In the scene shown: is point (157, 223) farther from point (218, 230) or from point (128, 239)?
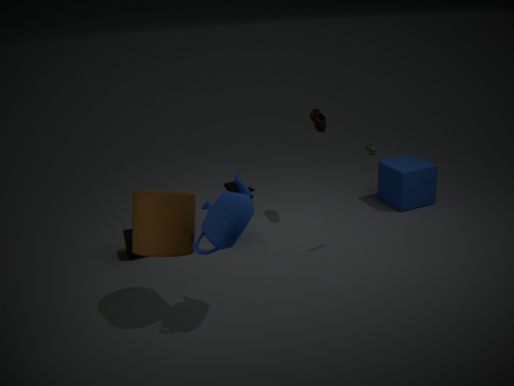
point (128, 239)
